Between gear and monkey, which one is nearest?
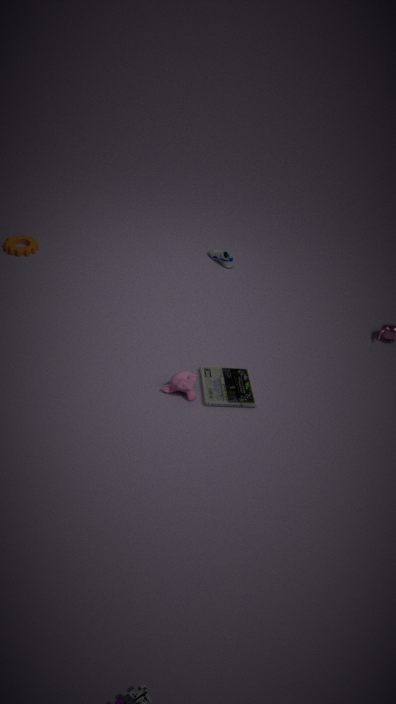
monkey
